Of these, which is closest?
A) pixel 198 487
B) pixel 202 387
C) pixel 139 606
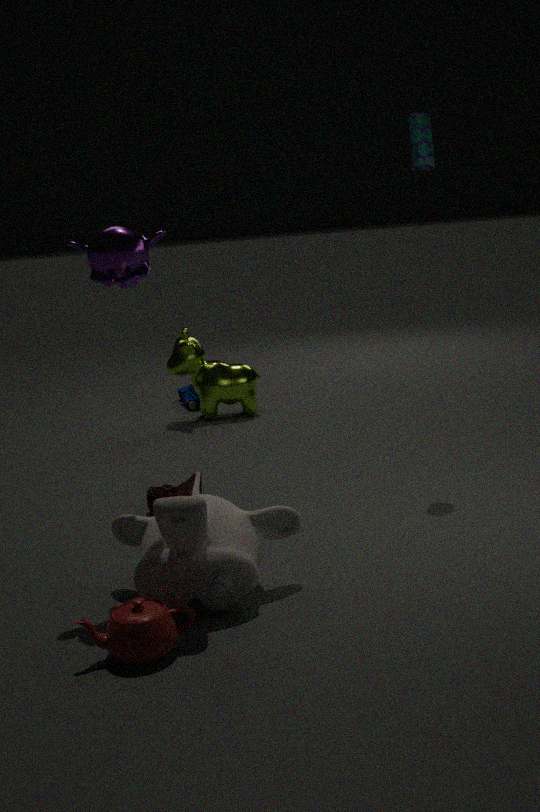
pixel 139 606
